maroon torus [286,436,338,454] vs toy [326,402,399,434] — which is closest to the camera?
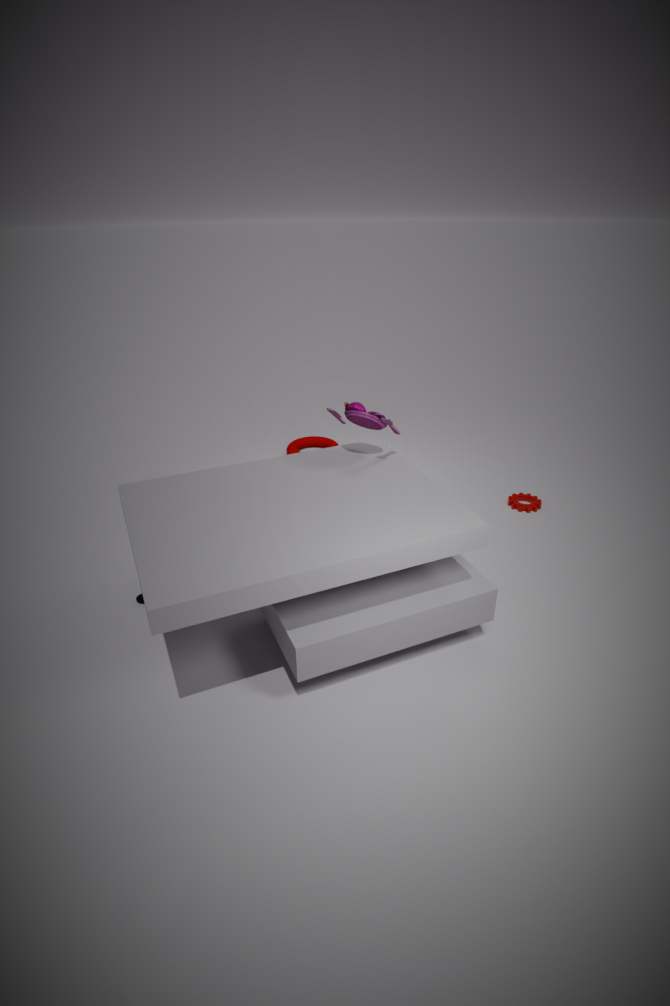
toy [326,402,399,434]
